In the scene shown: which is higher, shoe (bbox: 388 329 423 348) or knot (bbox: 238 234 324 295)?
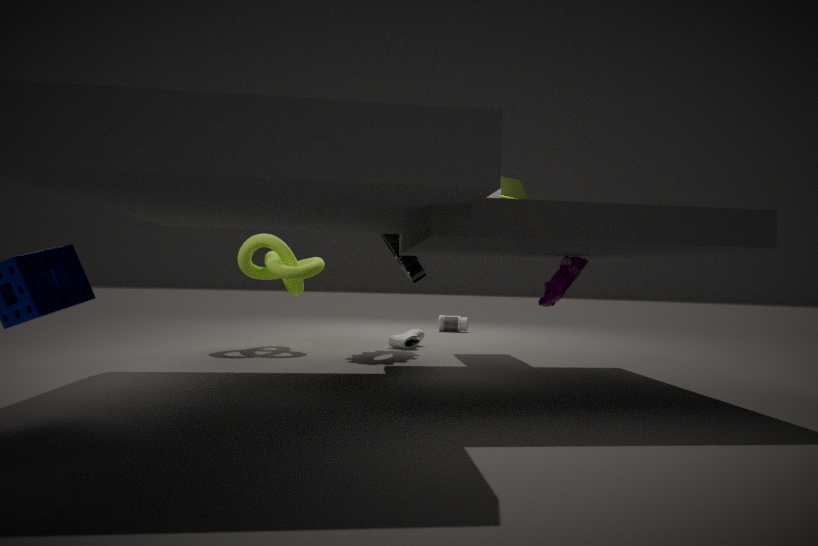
knot (bbox: 238 234 324 295)
